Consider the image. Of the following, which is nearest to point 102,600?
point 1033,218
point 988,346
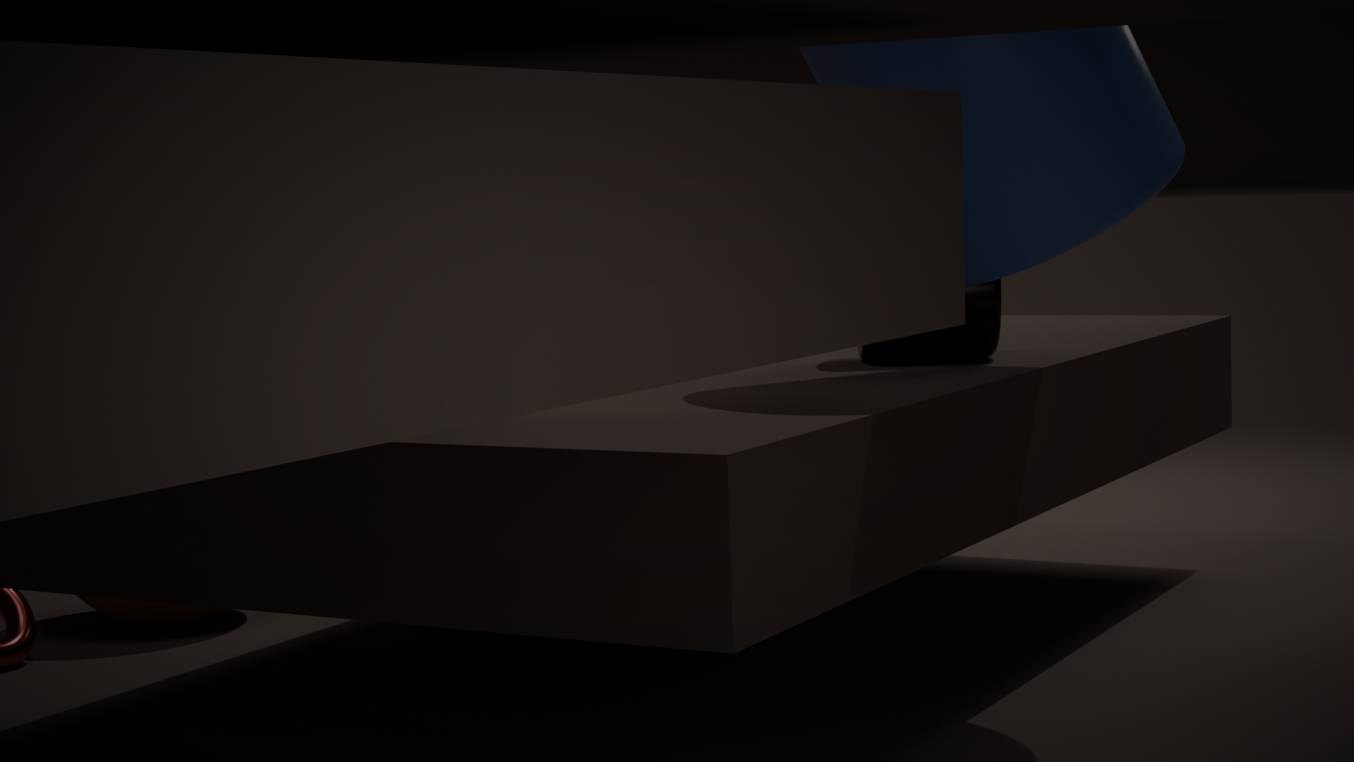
point 988,346
